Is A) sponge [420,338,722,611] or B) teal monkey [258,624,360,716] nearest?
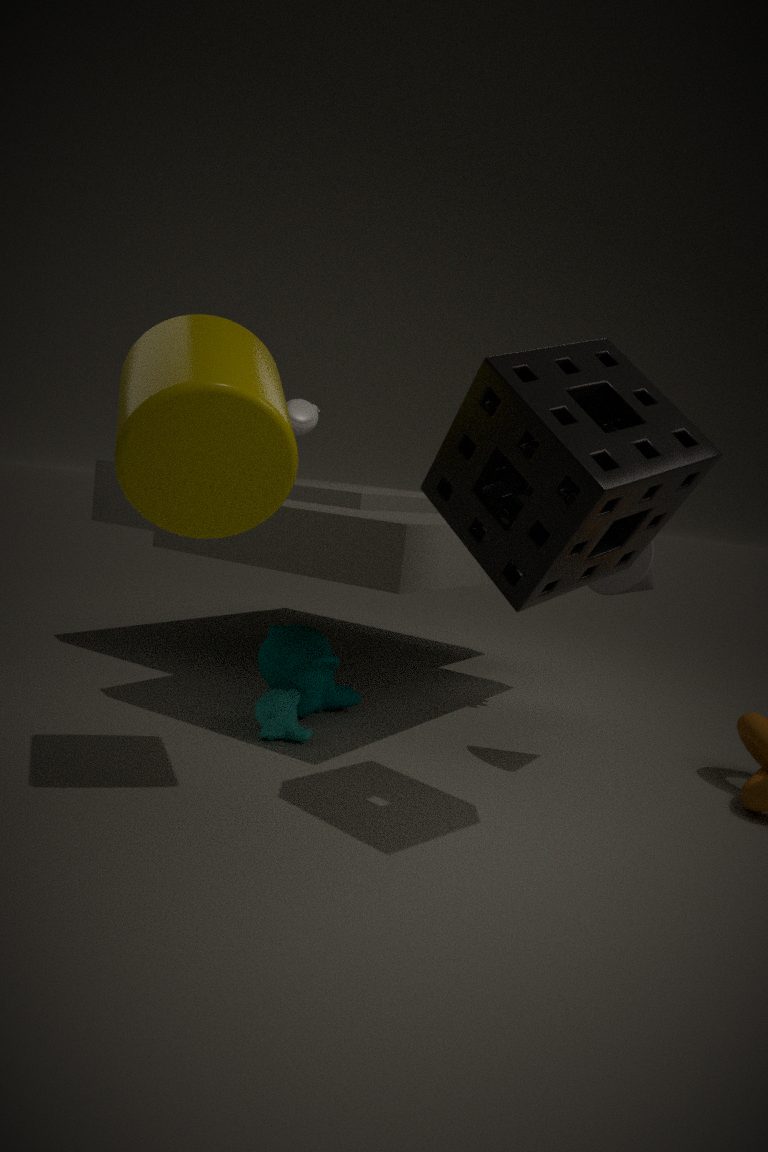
A. sponge [420,338,722,611]
